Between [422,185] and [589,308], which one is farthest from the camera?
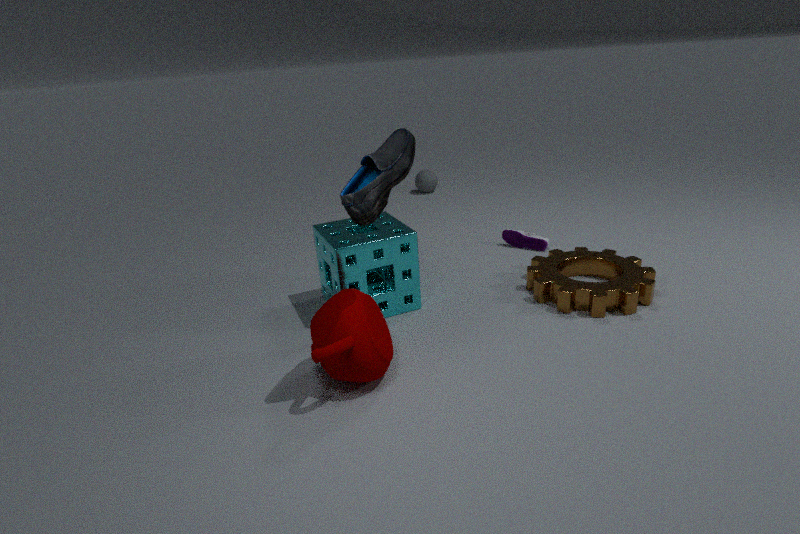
[422,185]
